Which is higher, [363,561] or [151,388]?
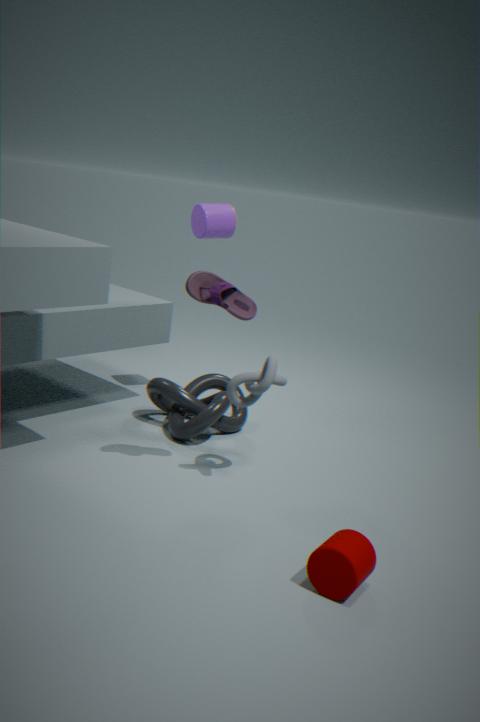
[151,388]
